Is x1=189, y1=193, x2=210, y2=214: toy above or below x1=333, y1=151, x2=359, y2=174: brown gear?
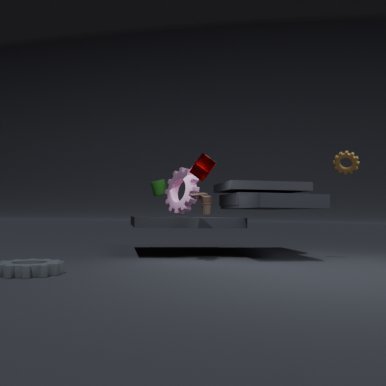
below
